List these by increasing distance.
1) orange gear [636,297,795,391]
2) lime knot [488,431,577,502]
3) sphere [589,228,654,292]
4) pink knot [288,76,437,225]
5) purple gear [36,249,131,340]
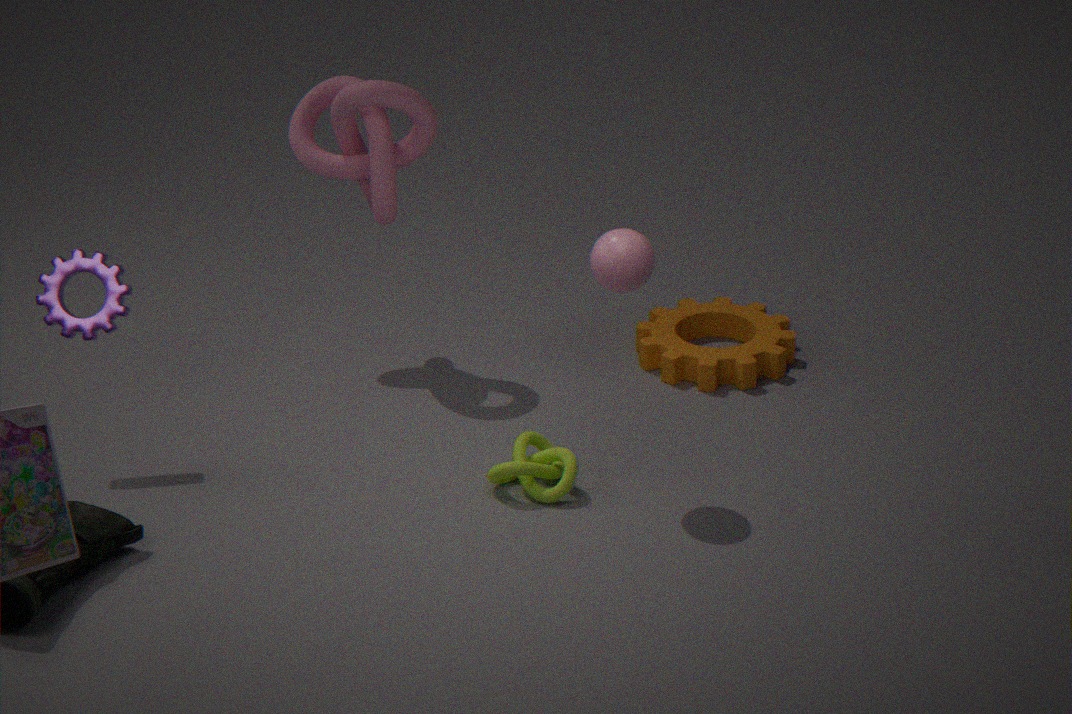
3. sphere [589,228,654,292]
2. lime knot [488,431,577,502]
5. purple gear [36,249,131,340]
4. pink knot [288,76,437,225]
1. orange gear [636,297,795,391]
